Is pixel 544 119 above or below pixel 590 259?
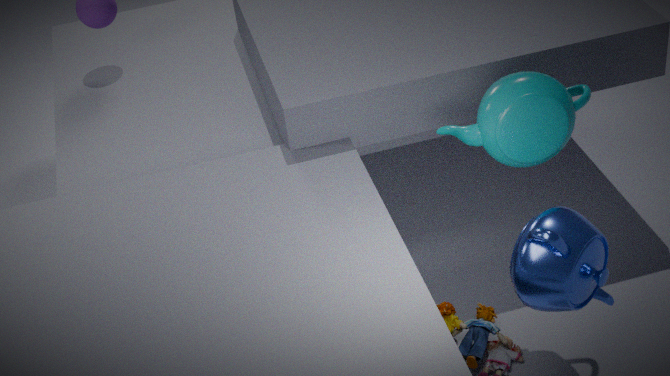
above
